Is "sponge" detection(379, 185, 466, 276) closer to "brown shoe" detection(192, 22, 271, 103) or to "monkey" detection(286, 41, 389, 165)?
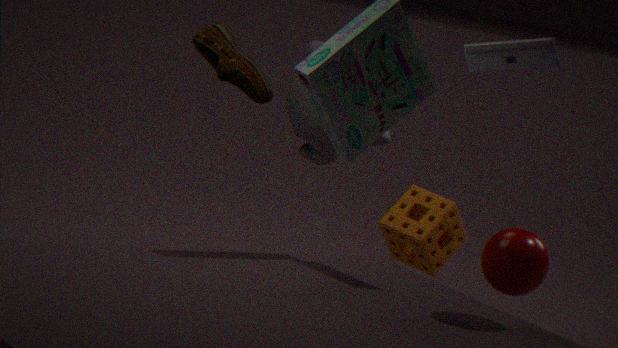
"monkey" detection(286, 41, 389, 165)
